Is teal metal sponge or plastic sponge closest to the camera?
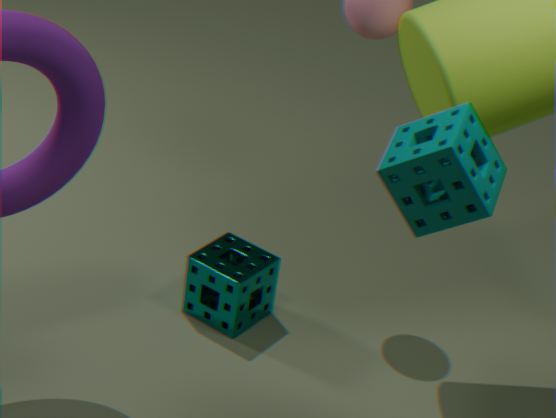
plastic sponge
